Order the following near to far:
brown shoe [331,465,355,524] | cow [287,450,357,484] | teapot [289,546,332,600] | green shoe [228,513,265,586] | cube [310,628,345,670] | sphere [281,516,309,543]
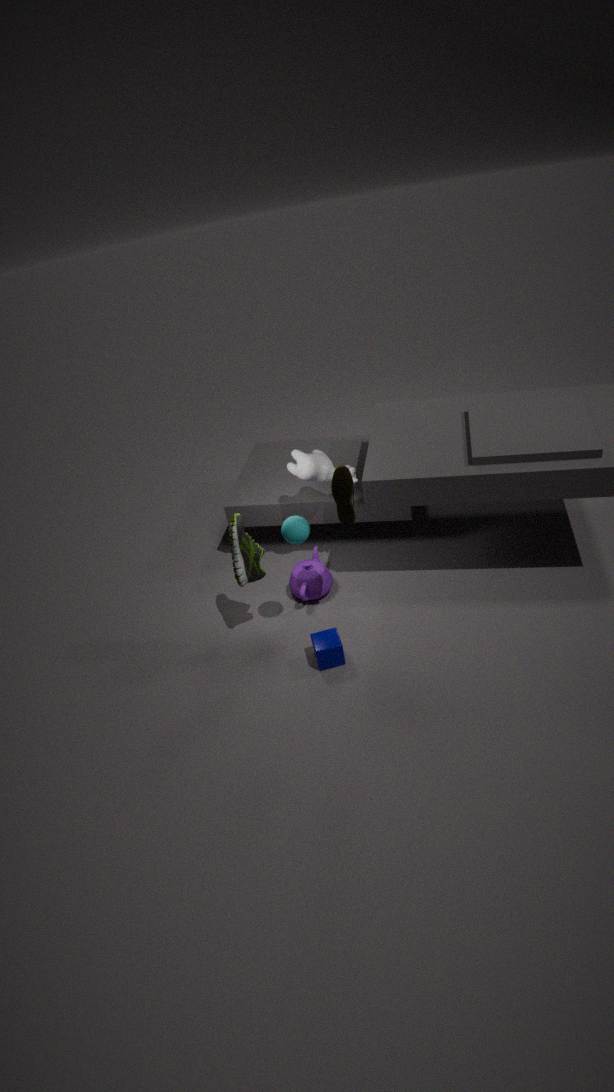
brown shoe [331,465,355,524] < sphere [281,516,309,543] < cube [310,628,345,670] < green shoe [228,513,265,586] < cow [287,450,357,484] < teapot [289,546,332,600]
